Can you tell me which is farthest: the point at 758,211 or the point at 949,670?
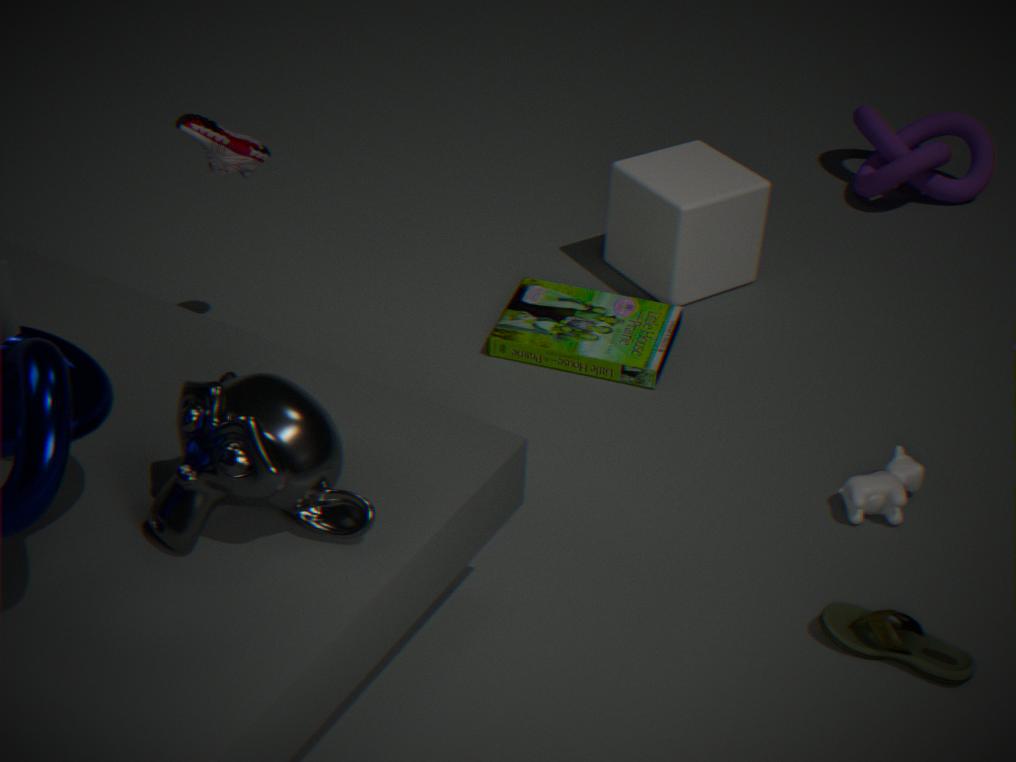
the point at 758,211
